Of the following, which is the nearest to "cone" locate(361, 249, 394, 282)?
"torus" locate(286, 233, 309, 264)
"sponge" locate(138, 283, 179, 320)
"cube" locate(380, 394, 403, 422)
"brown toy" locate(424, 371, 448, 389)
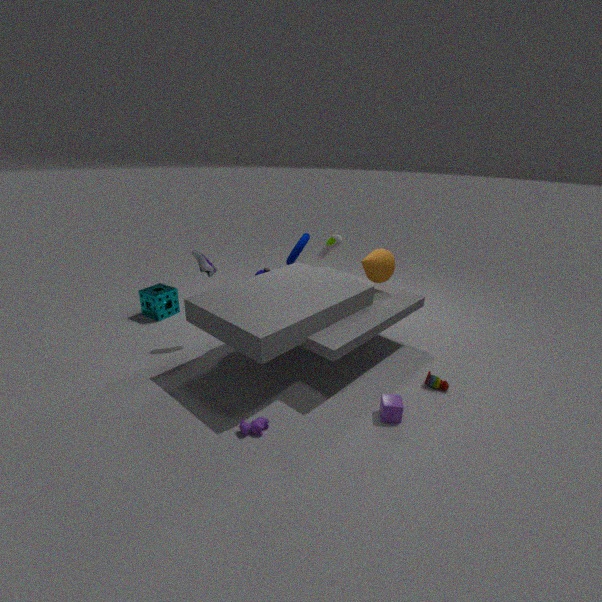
"torus" locate(286, 233, 309, 264)
